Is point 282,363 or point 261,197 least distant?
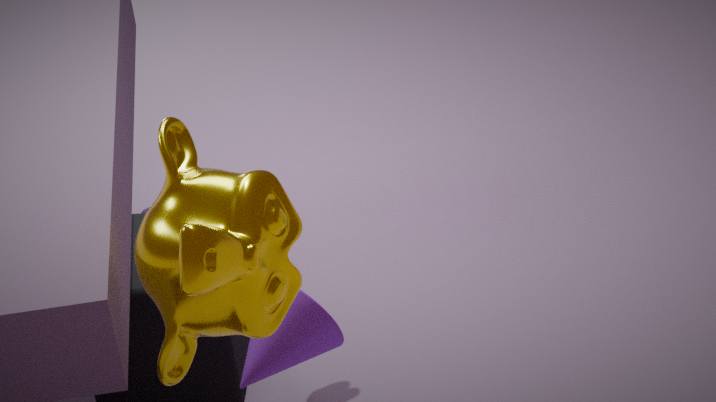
point 261,197
